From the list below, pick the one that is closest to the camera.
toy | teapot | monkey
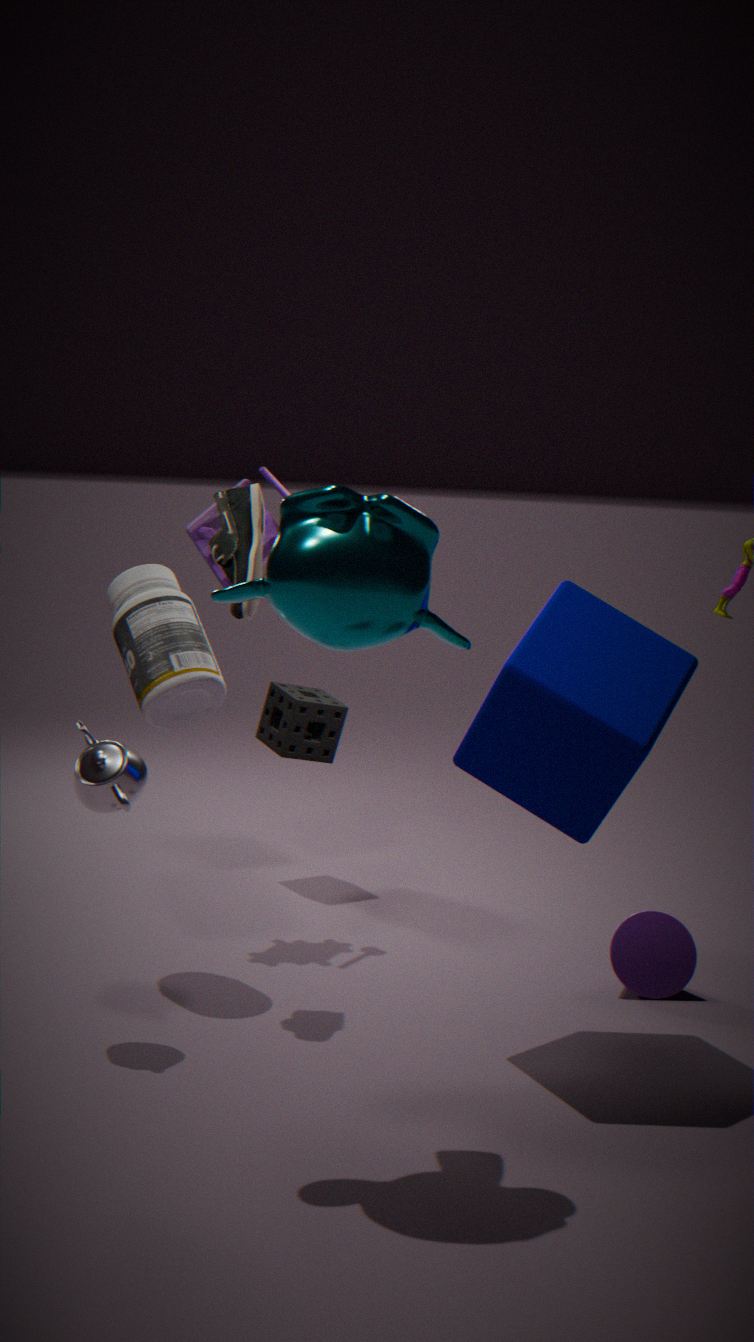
monkey
